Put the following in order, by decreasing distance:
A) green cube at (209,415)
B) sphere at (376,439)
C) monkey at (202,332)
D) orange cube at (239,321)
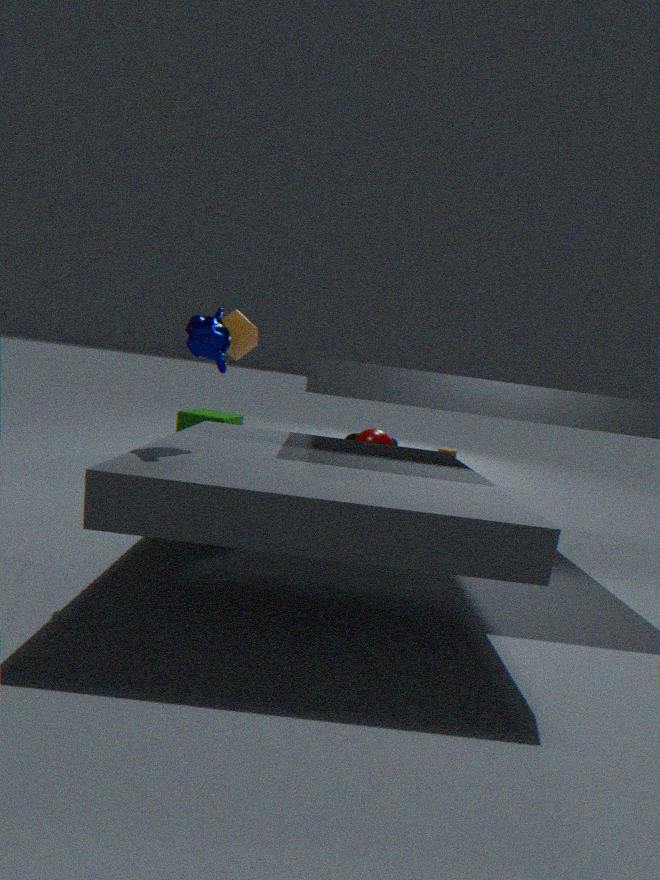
1. sphere at (376,439)
2. green cube at (209,415)
3. orange cube at (239,321)
4. monkey at (202,332)
